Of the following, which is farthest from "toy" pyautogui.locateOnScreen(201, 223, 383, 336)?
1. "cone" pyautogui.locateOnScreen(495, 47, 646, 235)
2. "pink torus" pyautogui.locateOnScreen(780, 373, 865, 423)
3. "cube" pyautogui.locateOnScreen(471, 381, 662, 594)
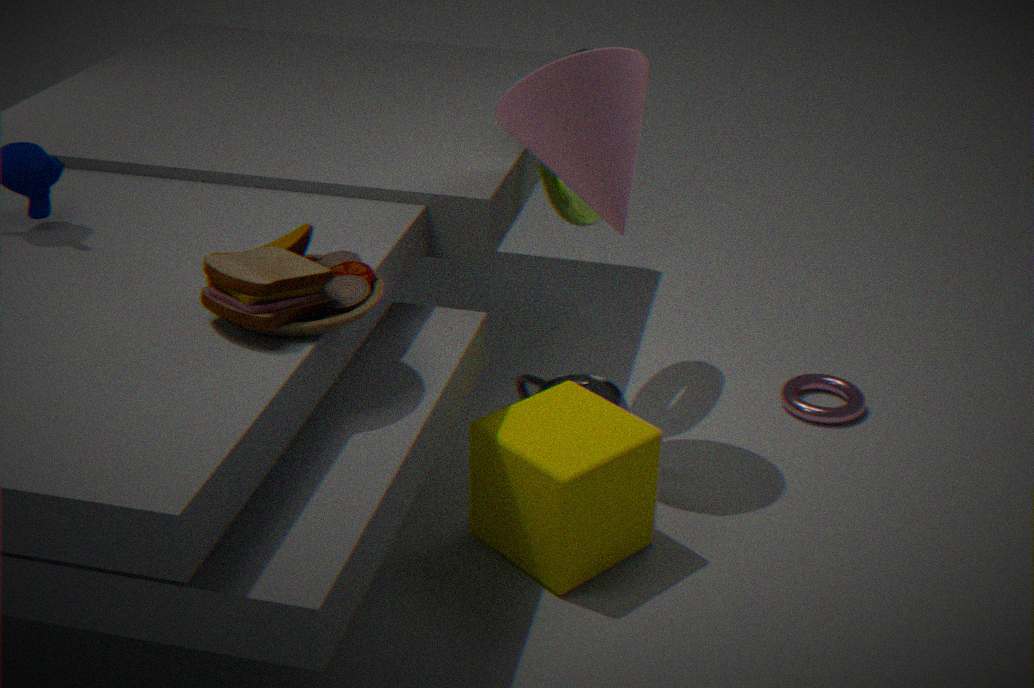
"pink torus" pyautogui.locateOnScreen(780, 373, 865, 423)
